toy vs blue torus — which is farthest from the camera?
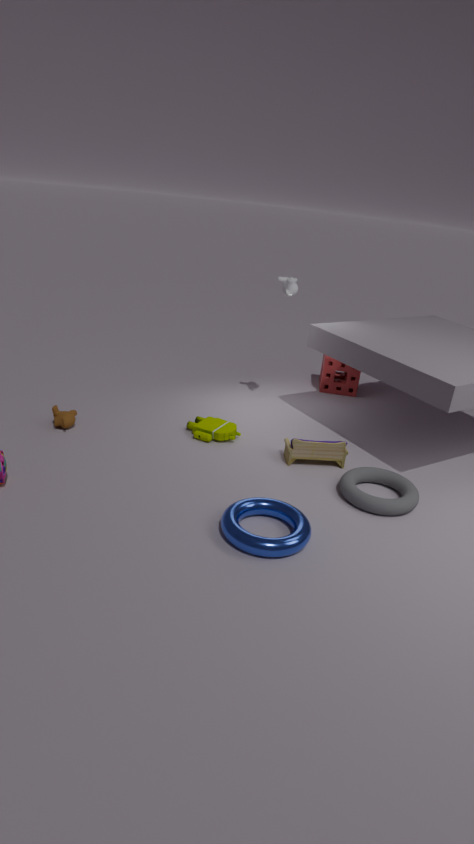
toy
